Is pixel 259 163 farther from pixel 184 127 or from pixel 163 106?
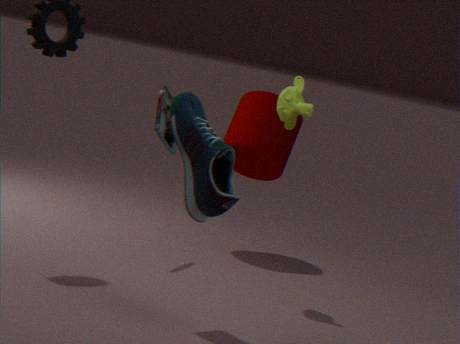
pixel 184 127
